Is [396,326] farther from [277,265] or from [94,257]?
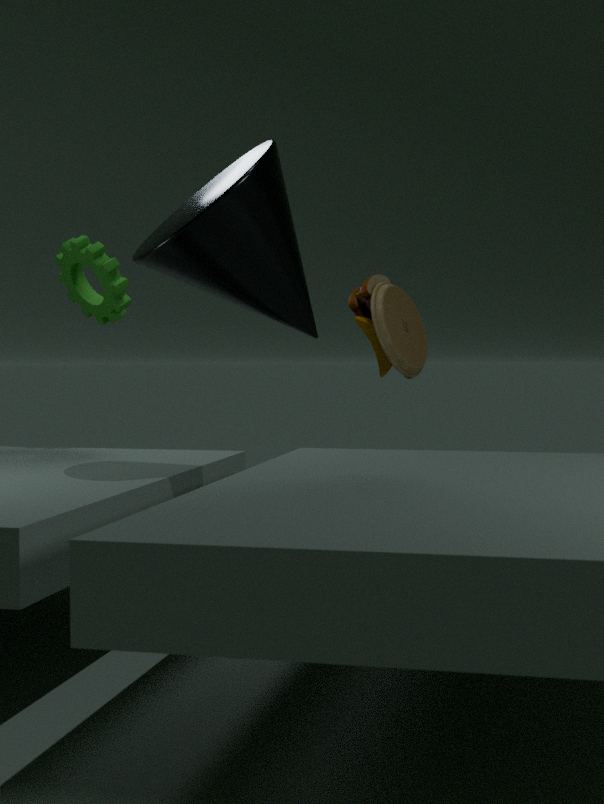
[277,265]
